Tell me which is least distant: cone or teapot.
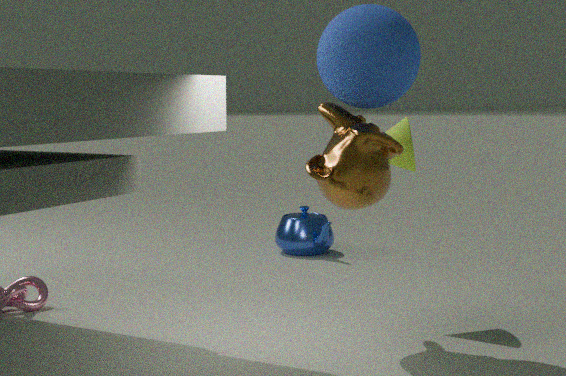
cone
